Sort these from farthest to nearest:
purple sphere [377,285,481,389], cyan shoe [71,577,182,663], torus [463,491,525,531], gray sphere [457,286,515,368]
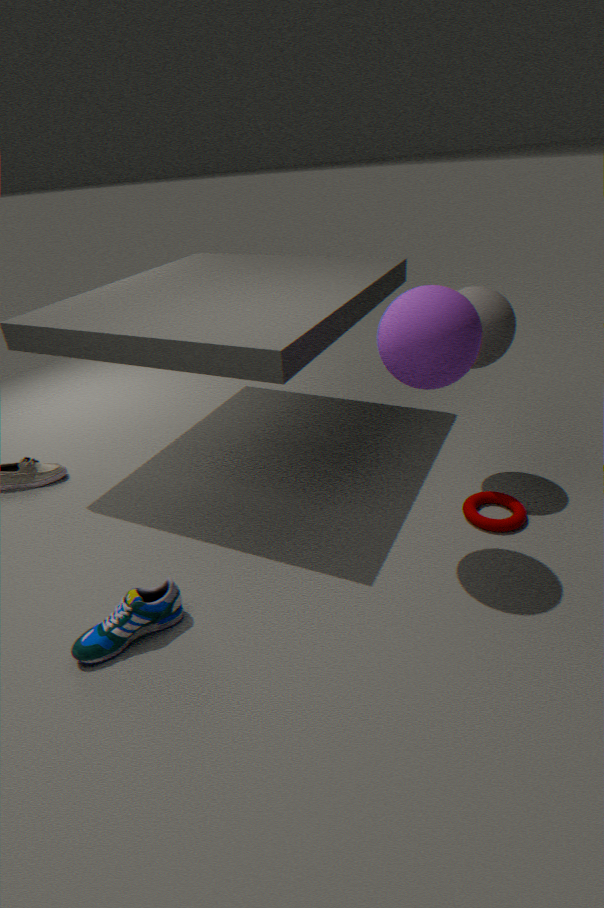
1. torus [463,491,525,531]
2. gray sphere [457,286,515,368]
3. cyan shoe [71,577,182,663]
4. purple sphere [377,285,481,389]
